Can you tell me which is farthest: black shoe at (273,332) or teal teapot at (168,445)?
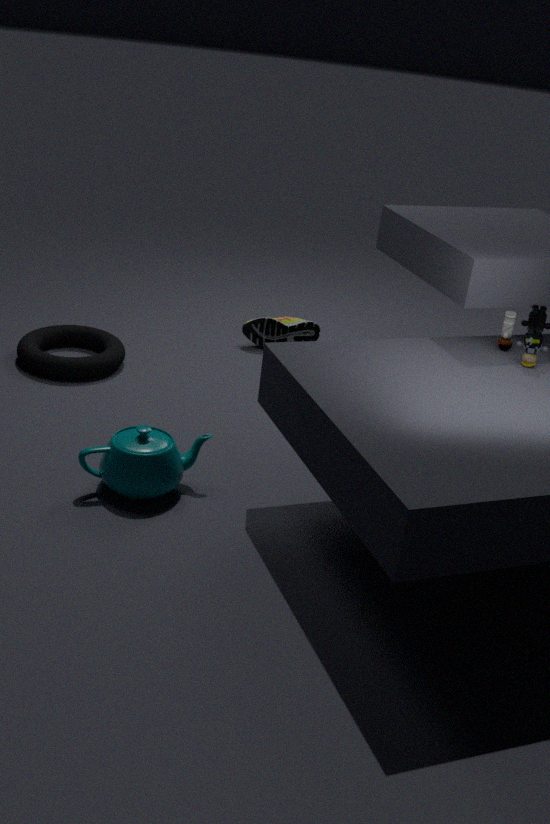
black shoe at (273,332)
